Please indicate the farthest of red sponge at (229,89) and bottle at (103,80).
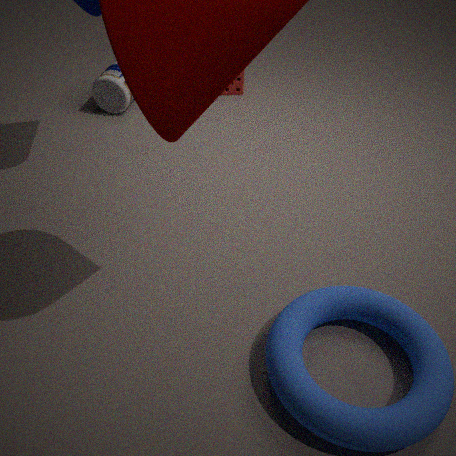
red sponge at (229,89)
